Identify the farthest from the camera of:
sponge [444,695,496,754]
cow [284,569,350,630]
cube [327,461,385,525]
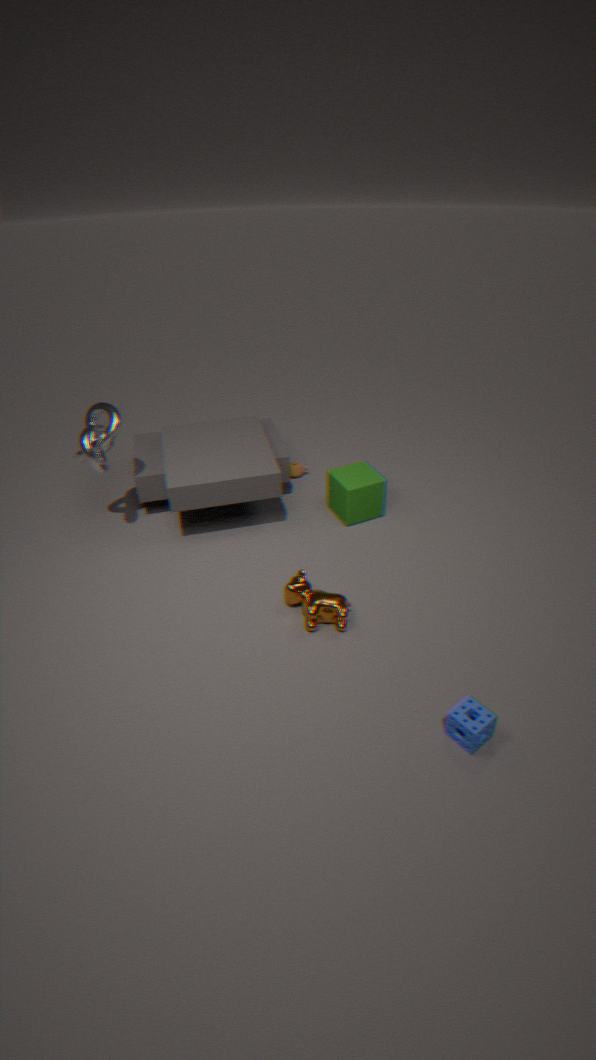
cube [327,461,385,525]
